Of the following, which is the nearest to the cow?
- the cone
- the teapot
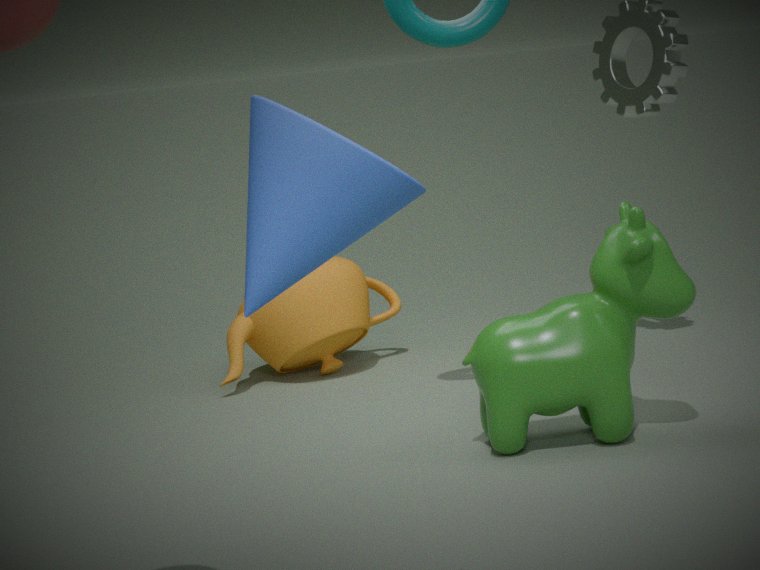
the teapot
